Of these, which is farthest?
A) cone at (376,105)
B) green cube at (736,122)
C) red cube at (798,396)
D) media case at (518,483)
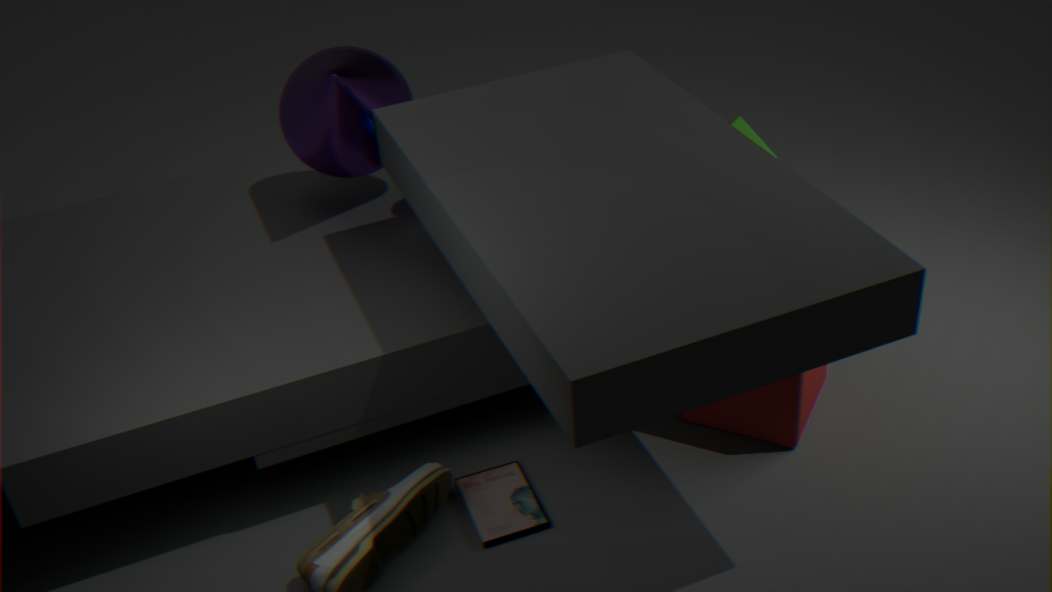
green cube at (736,122)
